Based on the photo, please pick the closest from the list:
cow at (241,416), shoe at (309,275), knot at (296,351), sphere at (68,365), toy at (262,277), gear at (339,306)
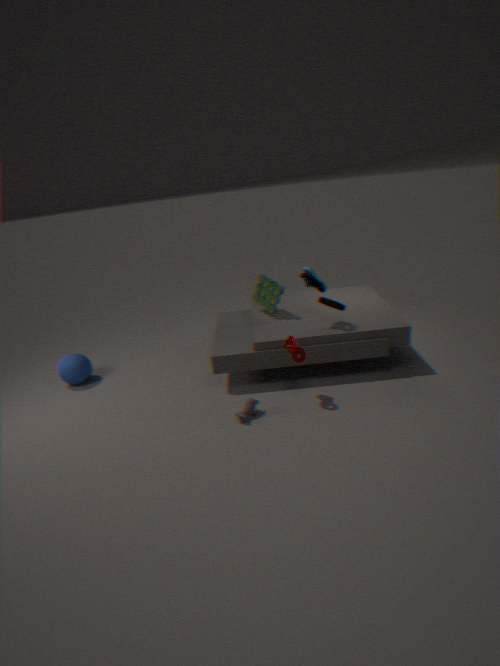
knot at (296,351)
